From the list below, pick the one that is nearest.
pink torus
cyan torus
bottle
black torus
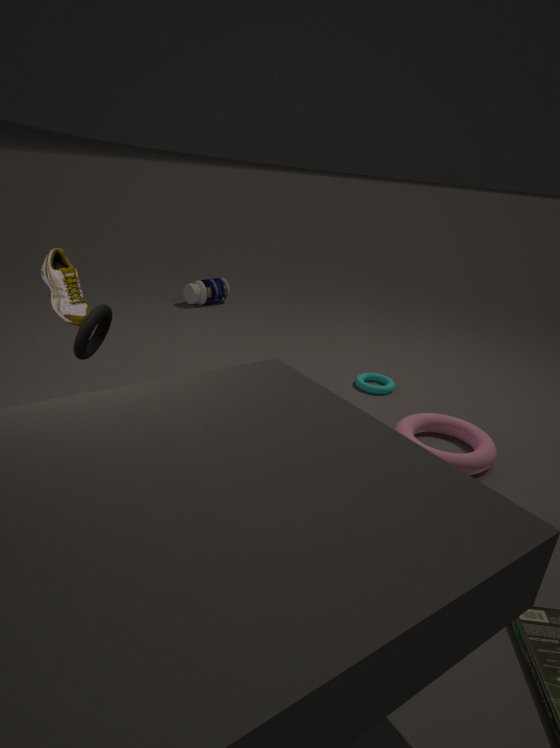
black torus
